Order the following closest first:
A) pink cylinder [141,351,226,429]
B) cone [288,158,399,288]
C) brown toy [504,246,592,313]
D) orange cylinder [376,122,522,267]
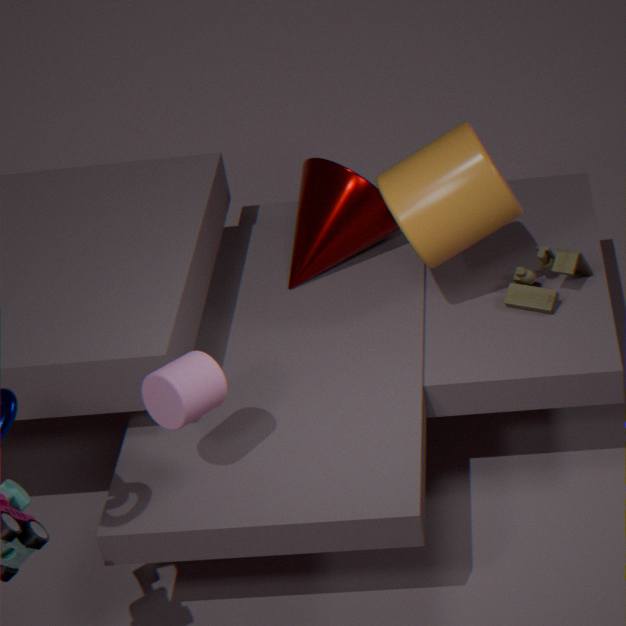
1. pink cylinder [141,351,226,429]
2. orange cylinder [376,122,522,267]
3. brown toy [504,246,592,313]
4. cone [288,158,399,288]
